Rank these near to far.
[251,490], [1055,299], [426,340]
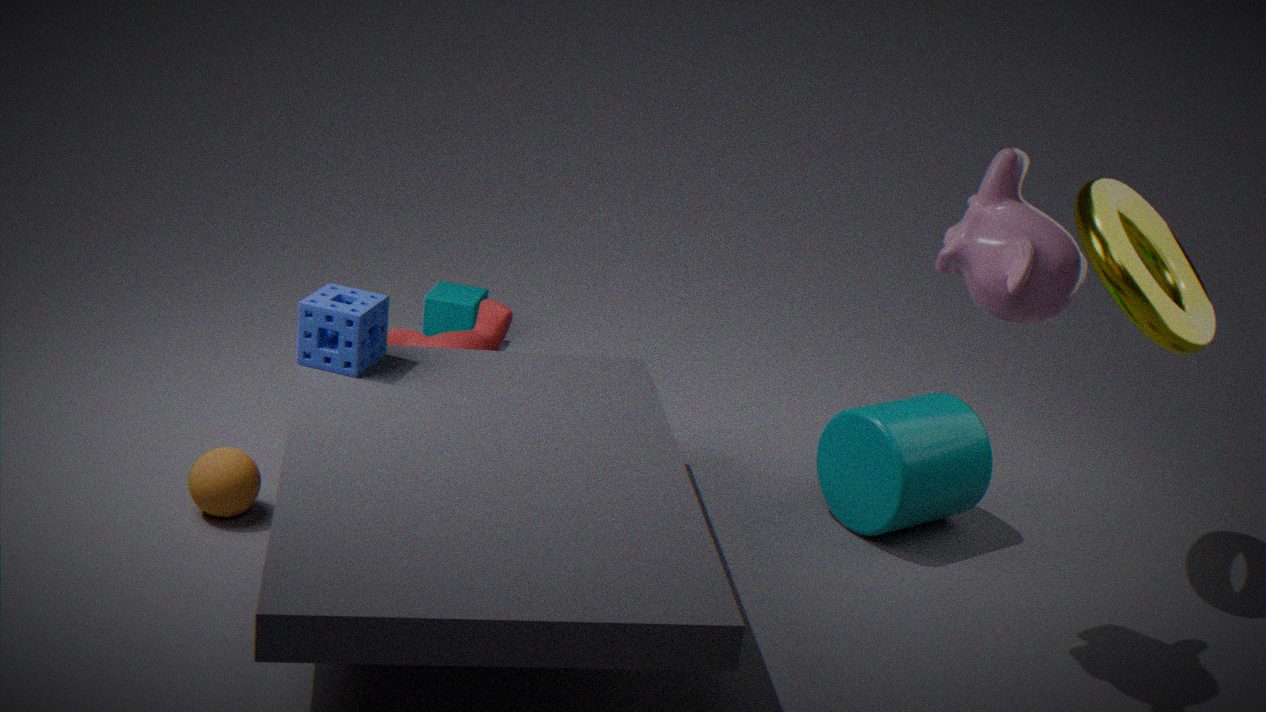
[1055,299]
[251,490]
[426,340]
